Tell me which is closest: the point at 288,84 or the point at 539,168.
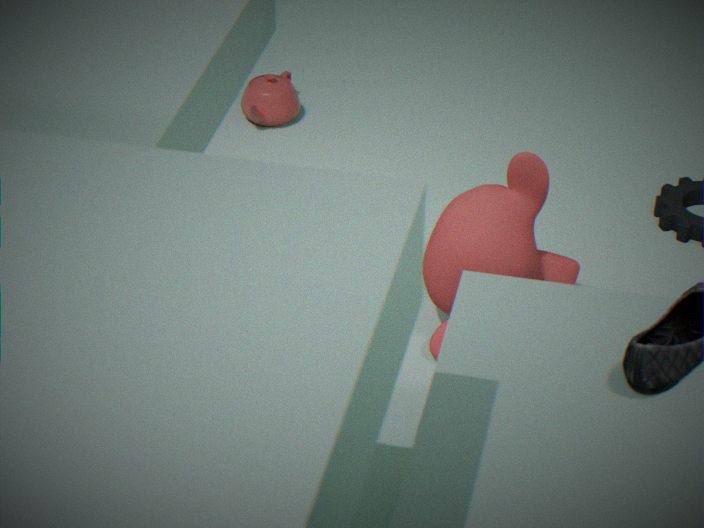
the point at 539,168
